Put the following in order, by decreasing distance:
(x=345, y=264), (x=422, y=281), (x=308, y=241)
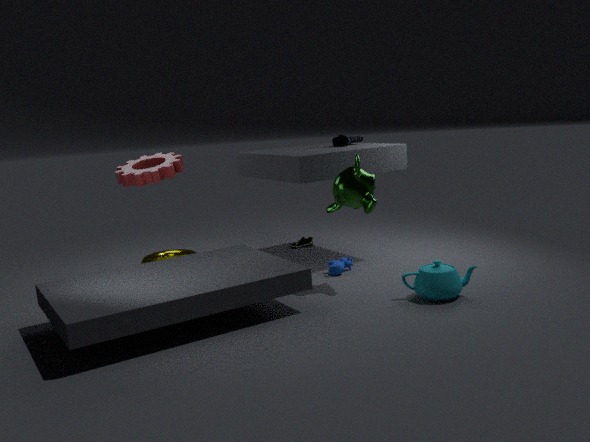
(x=308, y=241) < (x=345, y=264) < (x=422, y=281)
